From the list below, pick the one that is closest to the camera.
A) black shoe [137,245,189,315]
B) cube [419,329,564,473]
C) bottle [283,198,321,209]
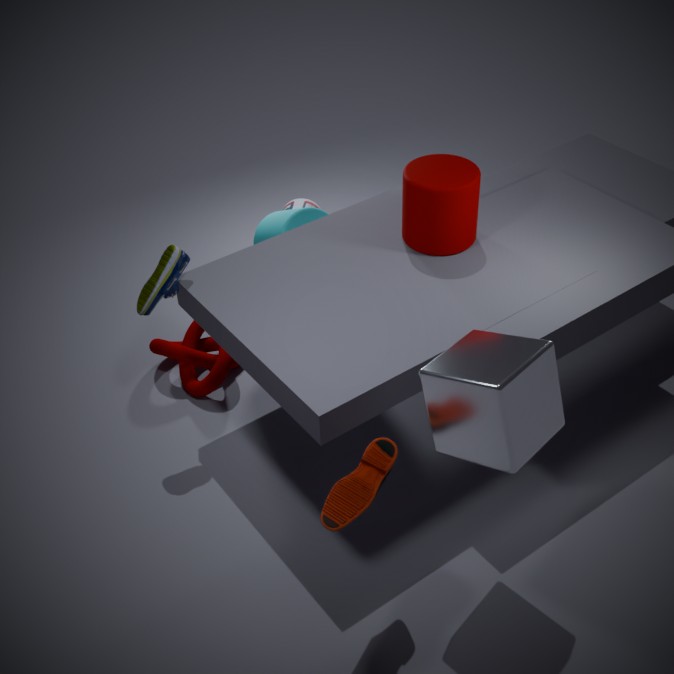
cube [419,329,564,473]
